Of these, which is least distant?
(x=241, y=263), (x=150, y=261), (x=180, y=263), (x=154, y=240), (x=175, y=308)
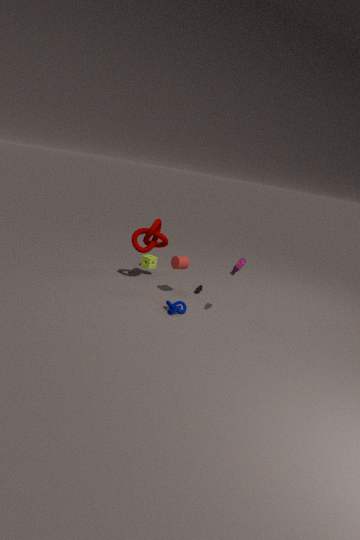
(x=241, y=263)
